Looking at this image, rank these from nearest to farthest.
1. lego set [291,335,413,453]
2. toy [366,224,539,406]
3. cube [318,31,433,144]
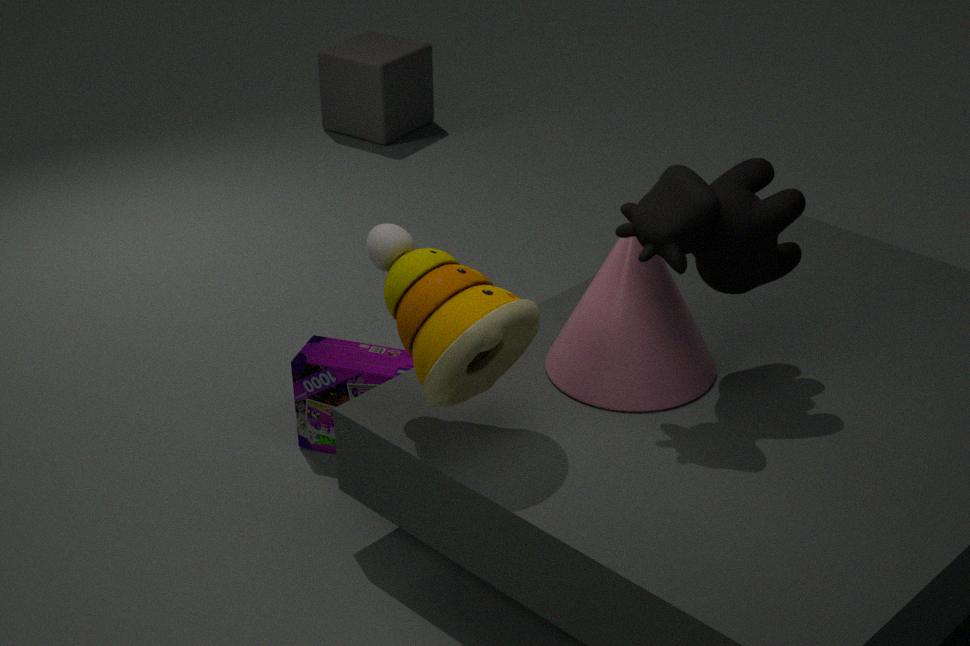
toy [366,224,539,406] → lego set [291,335,413,453] → cube [318,31,433,144]
